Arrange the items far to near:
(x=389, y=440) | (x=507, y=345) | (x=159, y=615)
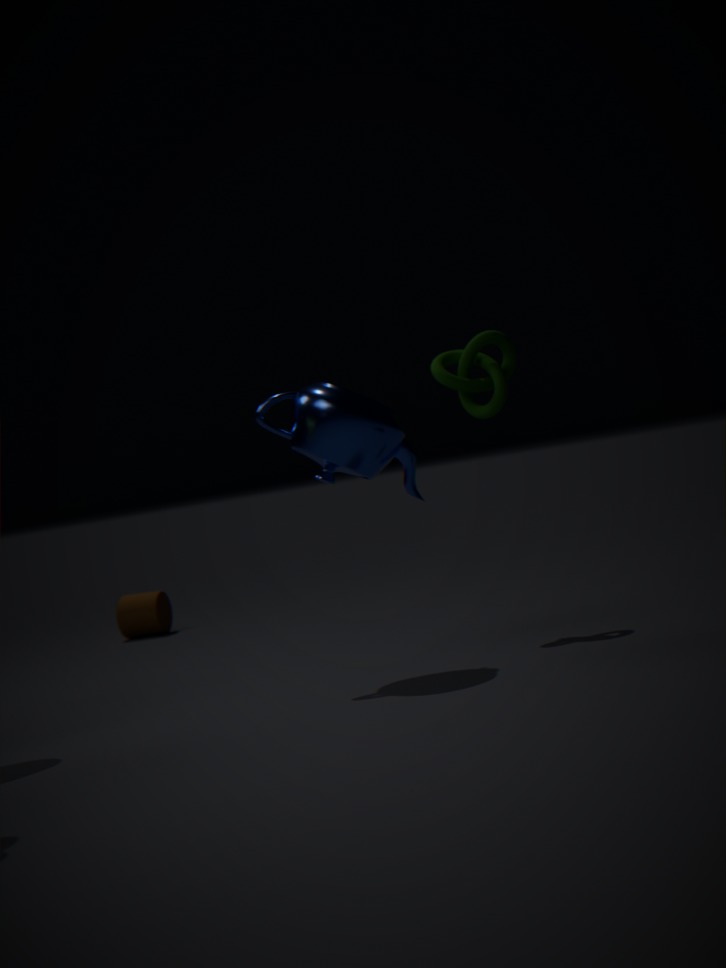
(x=159, y=615)
(x=507, y=345)
(x=389, y=440)
